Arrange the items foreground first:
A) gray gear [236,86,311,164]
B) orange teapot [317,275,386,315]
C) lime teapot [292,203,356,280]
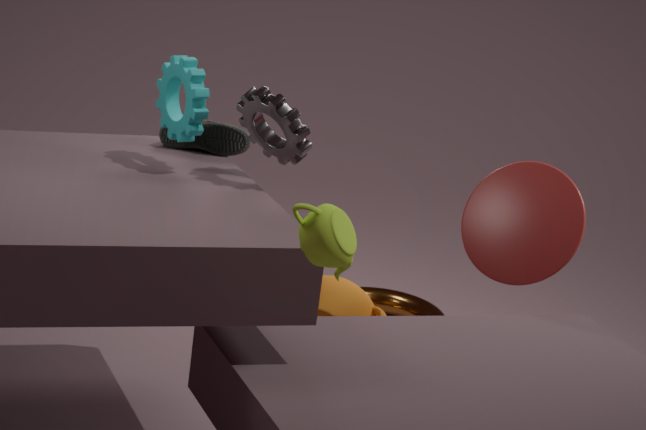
1. lime teapot [292,203,356,280]
2. gray gear [236,86,311,164]
3. orange teapot [317,275,386,315]
